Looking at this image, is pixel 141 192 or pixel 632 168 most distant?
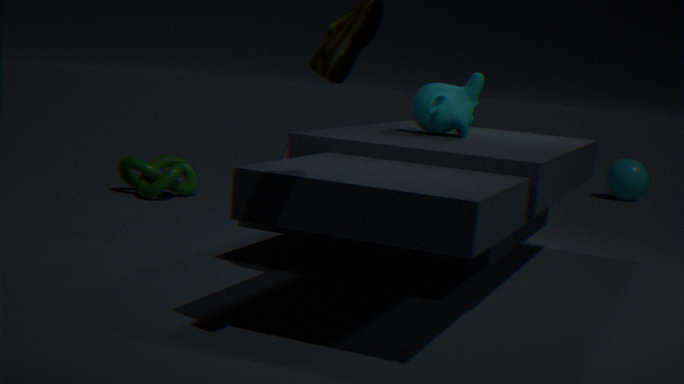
pixel 632 168
